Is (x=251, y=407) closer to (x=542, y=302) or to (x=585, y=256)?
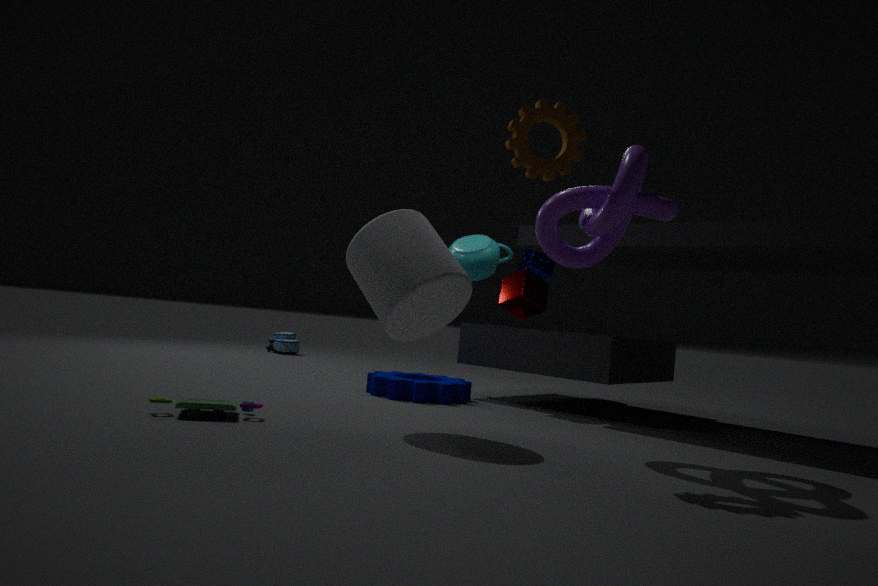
(x=585, y=256)
